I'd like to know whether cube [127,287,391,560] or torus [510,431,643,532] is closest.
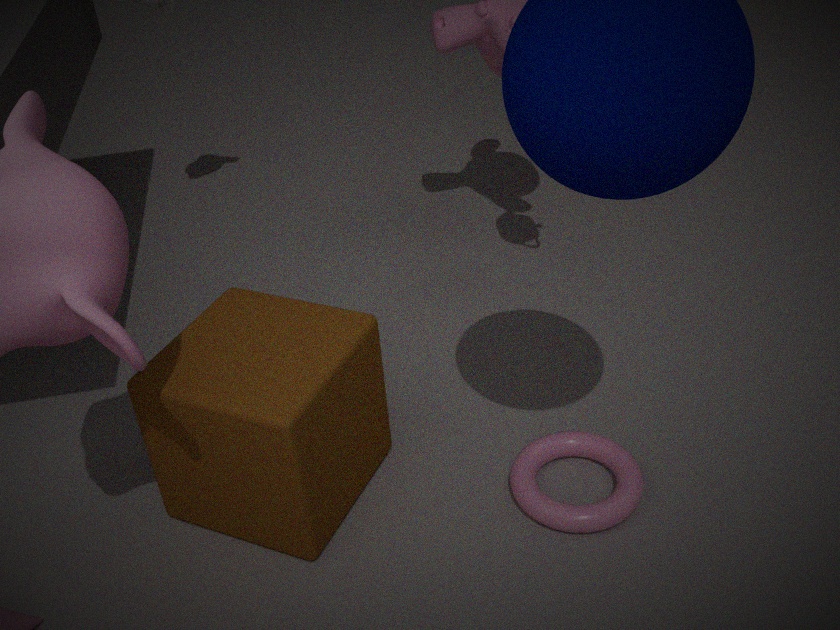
cube [127,287,391,560]
